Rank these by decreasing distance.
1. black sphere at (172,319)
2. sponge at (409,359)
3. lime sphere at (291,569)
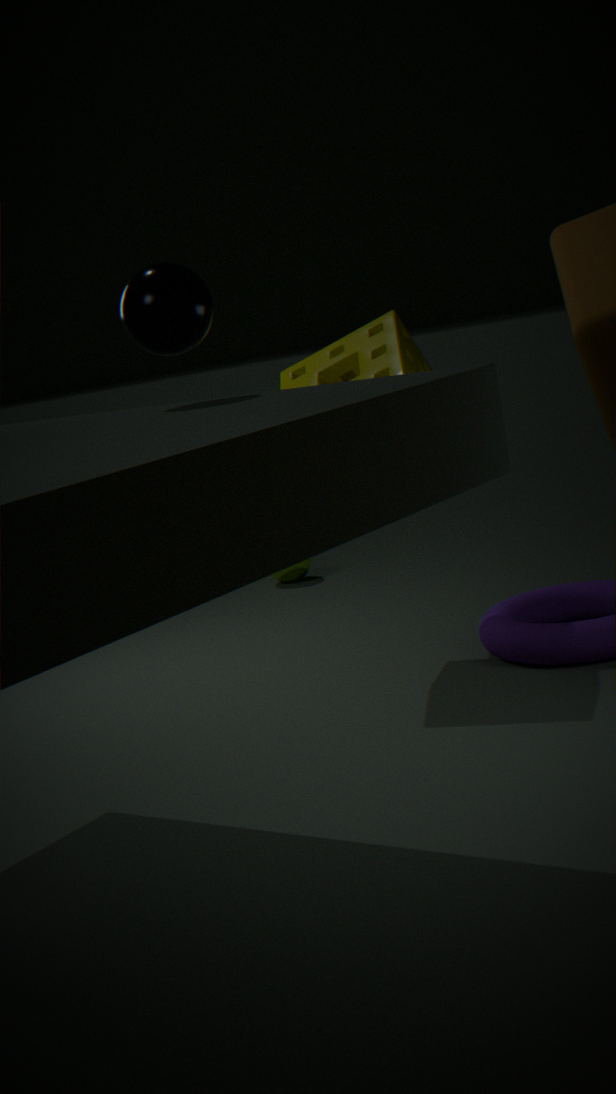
lime sphere at (291,569) < sponge at (409,359) < black sphere at (172,319)
